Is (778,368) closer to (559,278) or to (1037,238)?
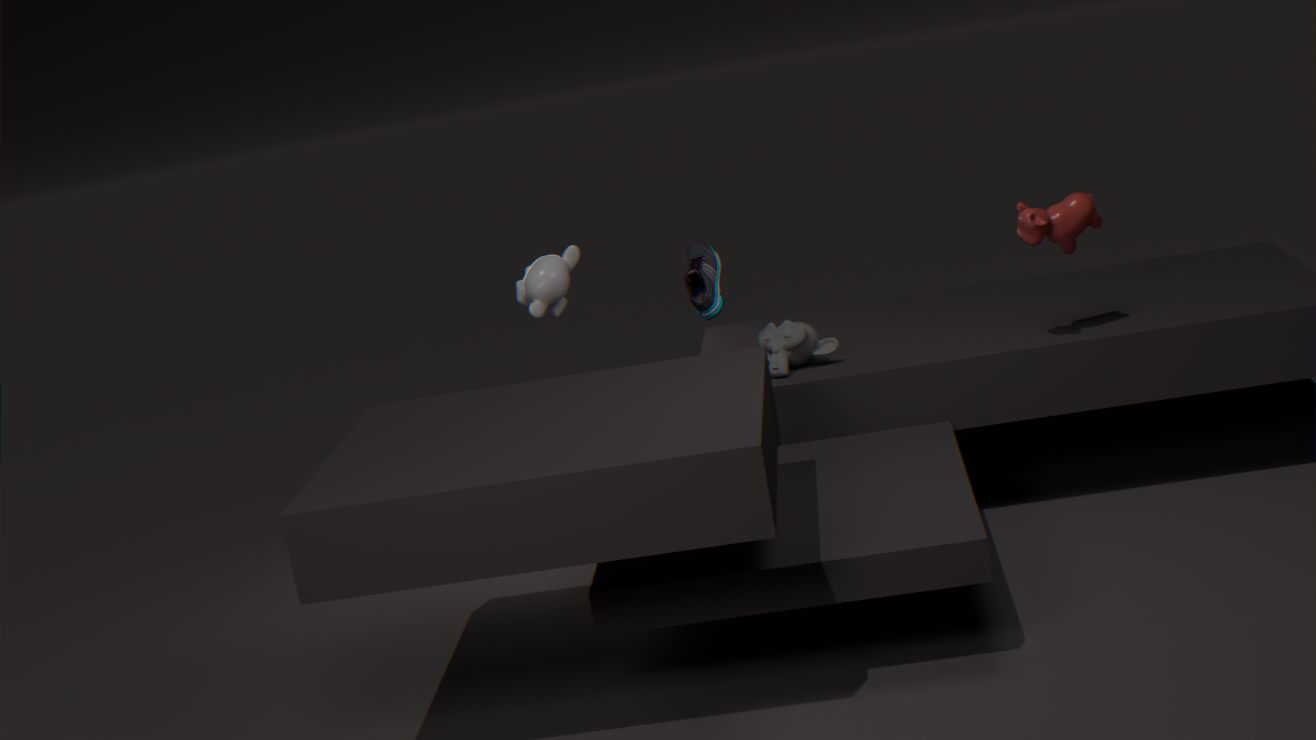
(559,278)
